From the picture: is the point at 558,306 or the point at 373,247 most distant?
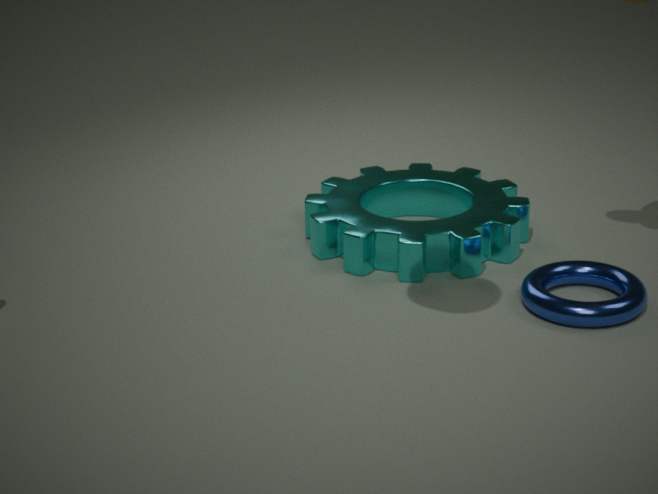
the point at 373,247
